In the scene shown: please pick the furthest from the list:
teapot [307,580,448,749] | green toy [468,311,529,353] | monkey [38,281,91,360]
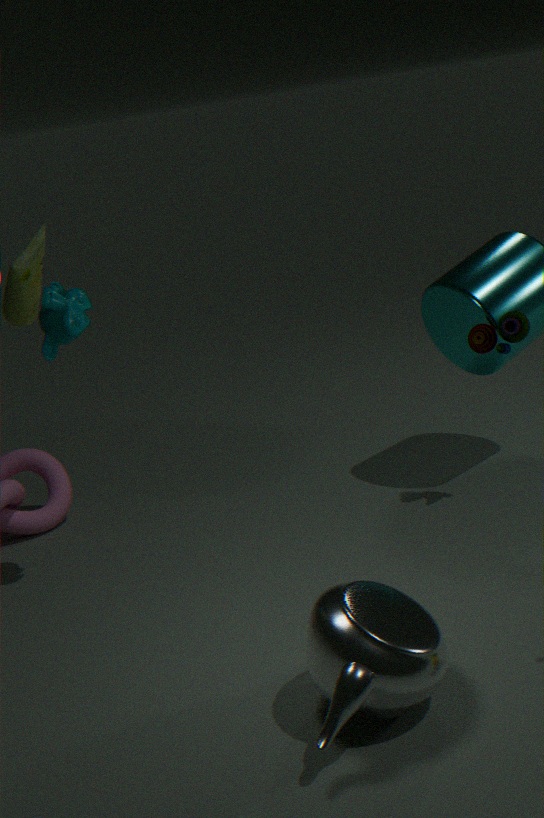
green toy [468,311,529,353]
